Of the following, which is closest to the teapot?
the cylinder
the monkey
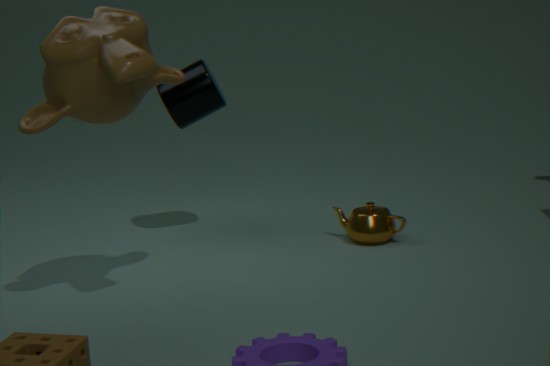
the cylinder
